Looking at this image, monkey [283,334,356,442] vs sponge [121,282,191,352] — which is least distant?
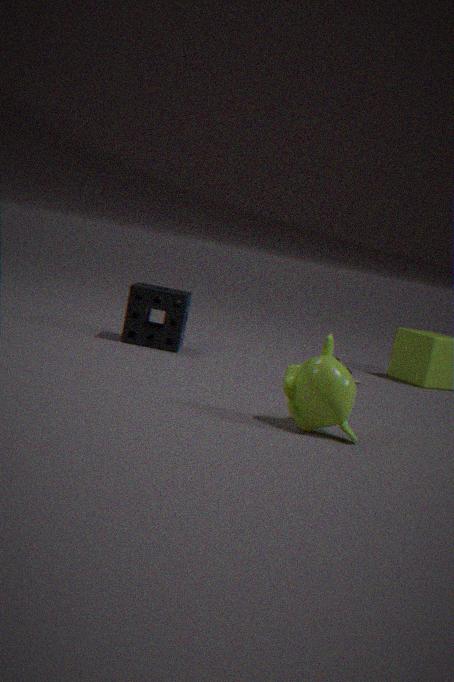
monkey [283,334,356,442]
